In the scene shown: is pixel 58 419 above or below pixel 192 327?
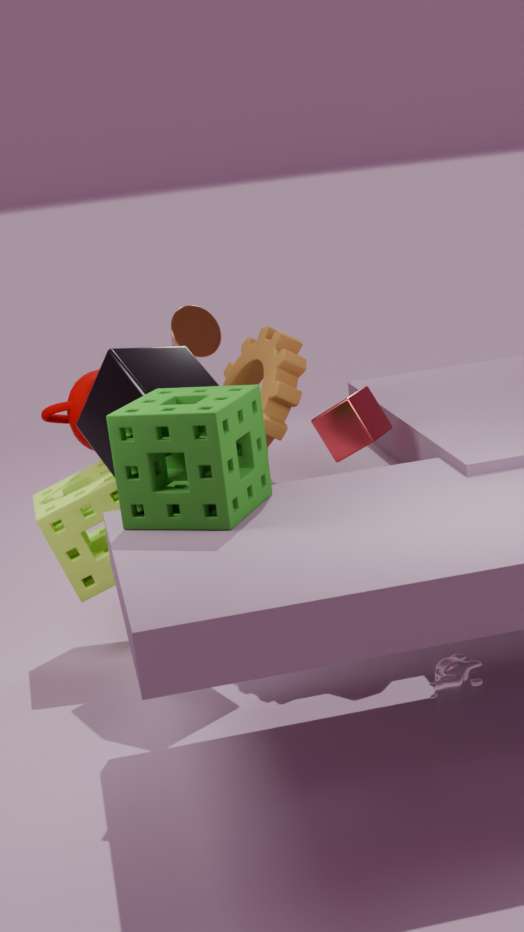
below
